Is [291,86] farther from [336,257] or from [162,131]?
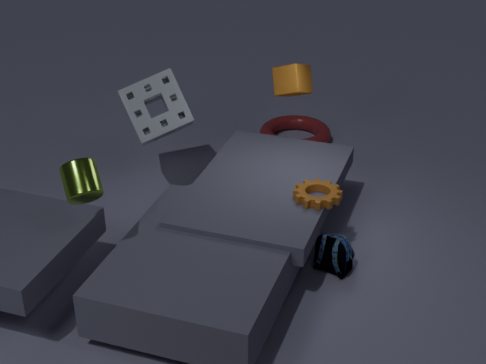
[336,257]
